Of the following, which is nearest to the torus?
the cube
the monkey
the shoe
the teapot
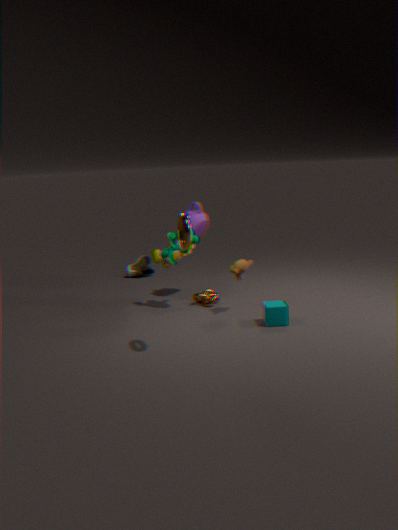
the monkey
